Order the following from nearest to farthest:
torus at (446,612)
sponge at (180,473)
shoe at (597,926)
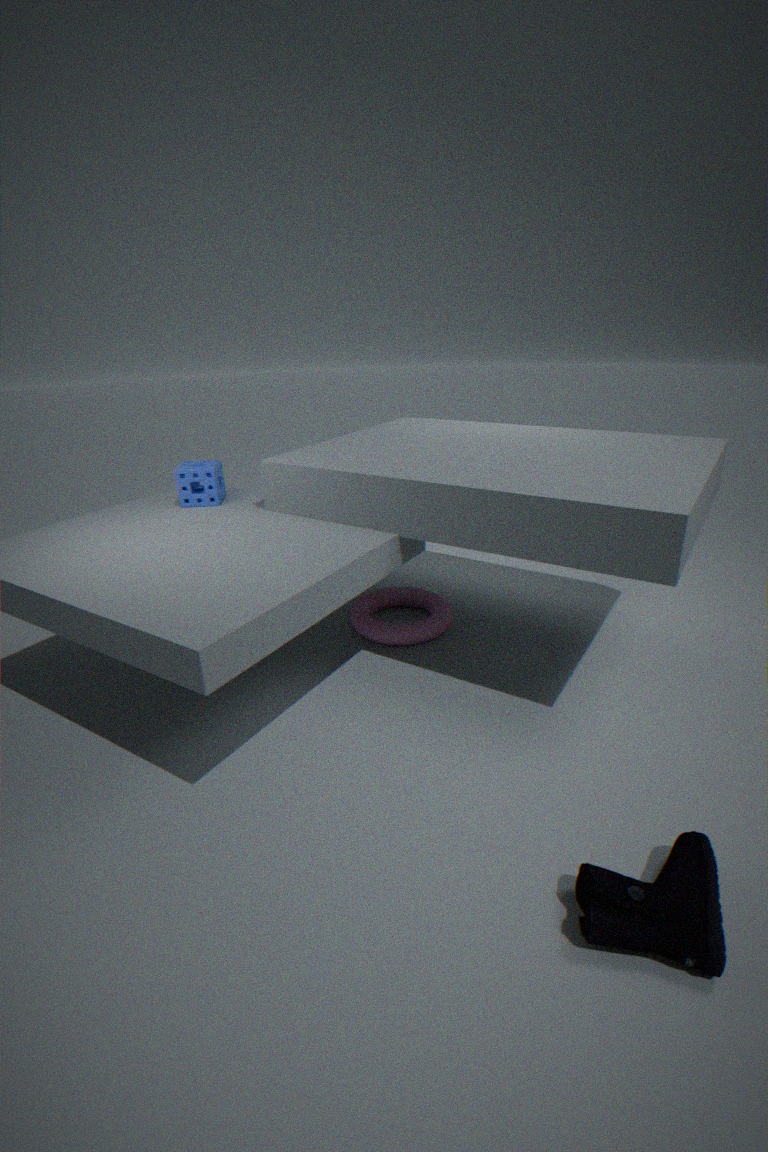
1. shoe at (597,926)
2. sponge at (180,473)
3. torus at (446,612)
